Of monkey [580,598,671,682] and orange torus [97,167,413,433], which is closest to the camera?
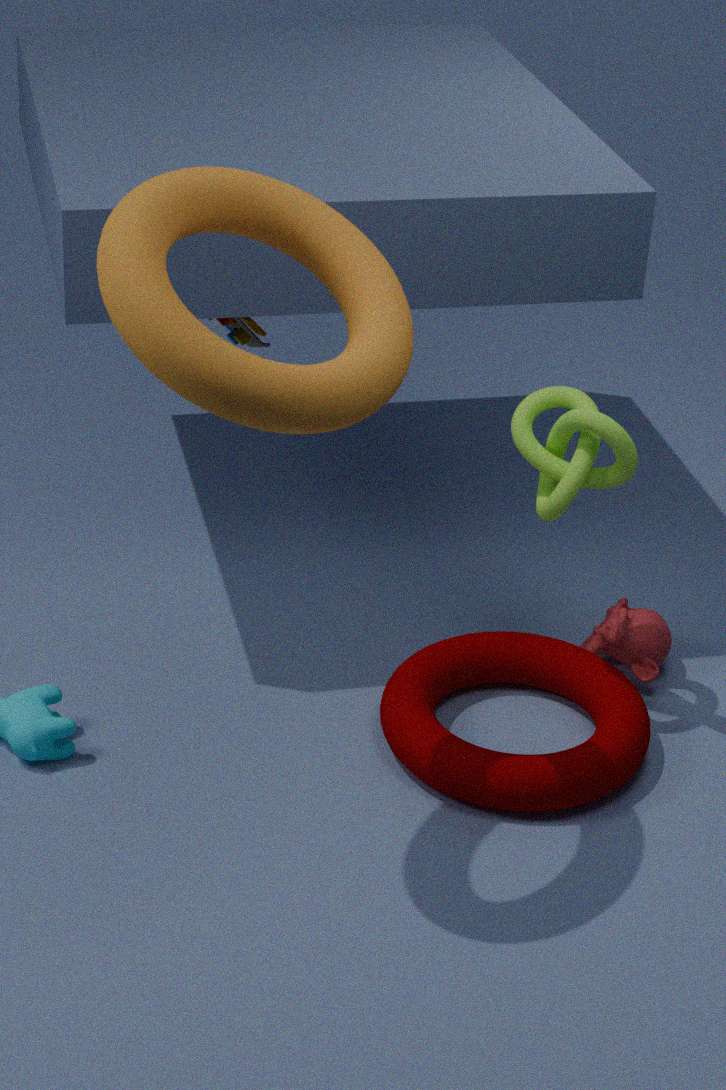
orange torus [97,167,413,433]
